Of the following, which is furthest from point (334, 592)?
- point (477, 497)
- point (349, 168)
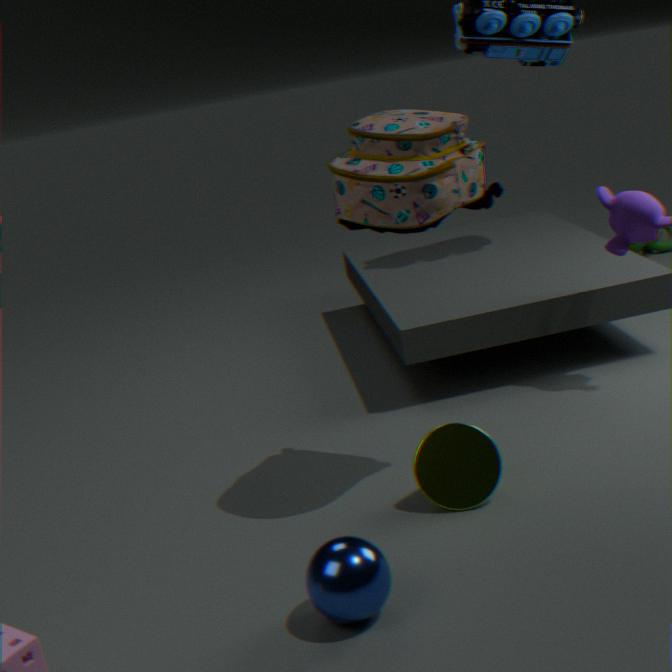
point (349, 168)
